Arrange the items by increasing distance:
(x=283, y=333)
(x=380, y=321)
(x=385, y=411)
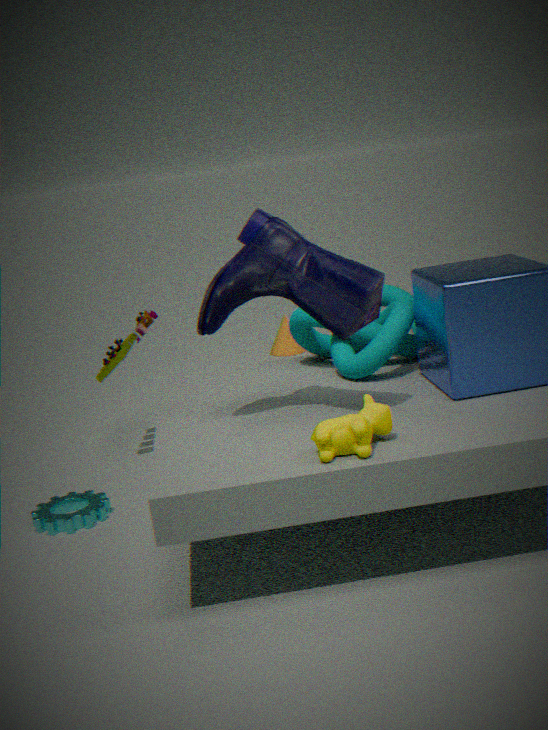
1. (x=385, y=411)
2. (x=380, y=321)
3. (x=283, y=333)
